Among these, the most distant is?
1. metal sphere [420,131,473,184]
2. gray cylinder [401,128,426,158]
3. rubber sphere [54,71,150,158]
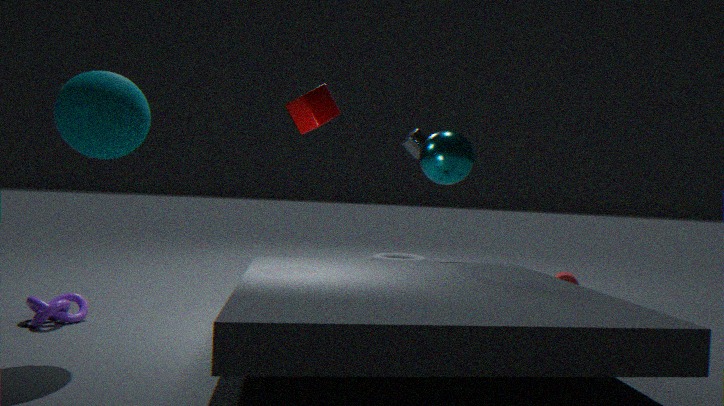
gray cylinder [401,128,426,158]
